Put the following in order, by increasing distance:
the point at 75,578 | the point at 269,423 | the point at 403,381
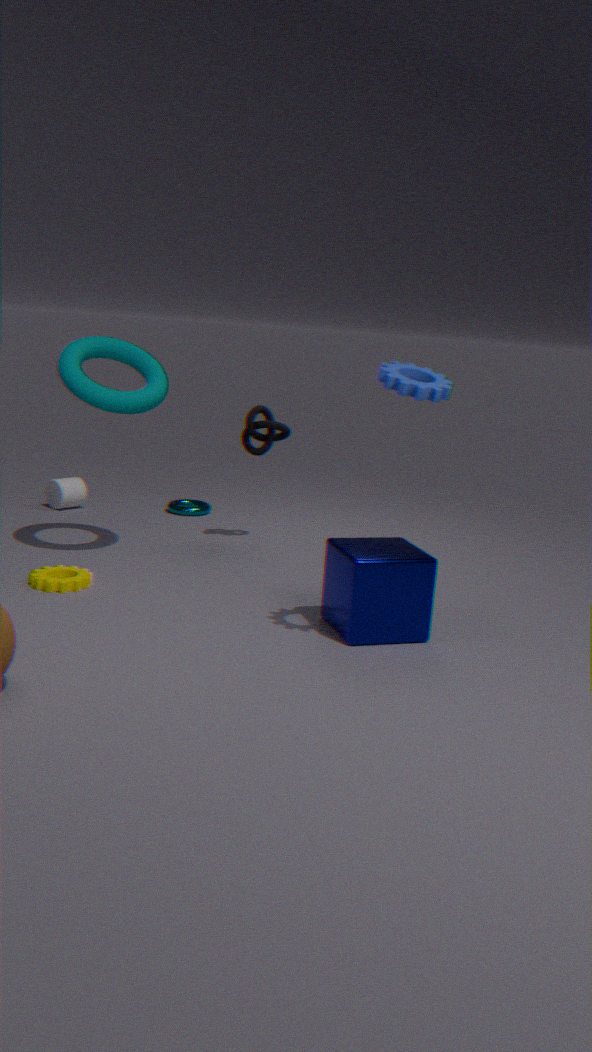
the point at 403,381
the point at 75,578
the point at 269,423
